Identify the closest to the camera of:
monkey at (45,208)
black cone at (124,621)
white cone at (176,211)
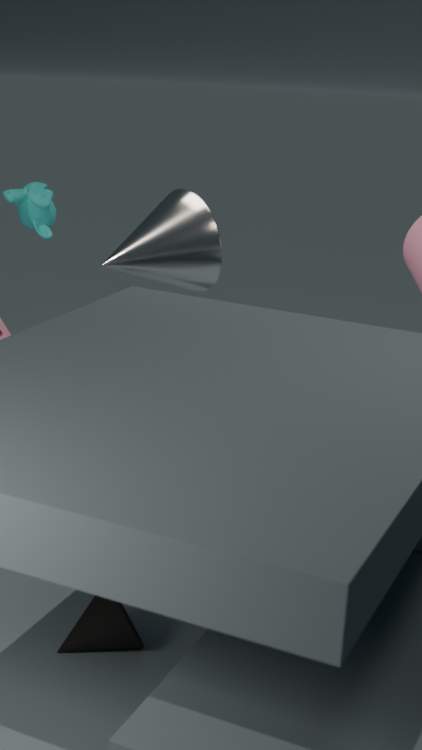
black cone at (124,621)
